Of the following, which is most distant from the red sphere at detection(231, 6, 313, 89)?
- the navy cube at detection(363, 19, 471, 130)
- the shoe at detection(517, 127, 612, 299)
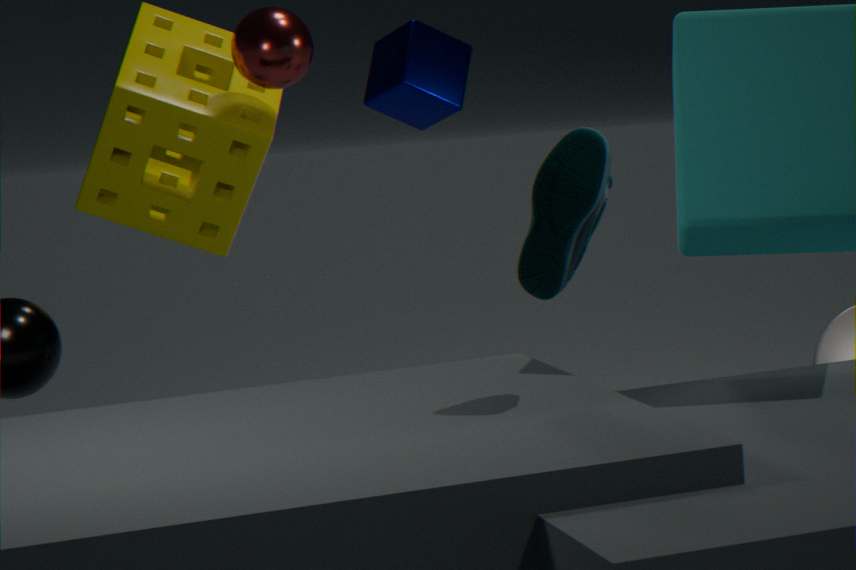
the shoe at detection(517, 127, 612, 299)
